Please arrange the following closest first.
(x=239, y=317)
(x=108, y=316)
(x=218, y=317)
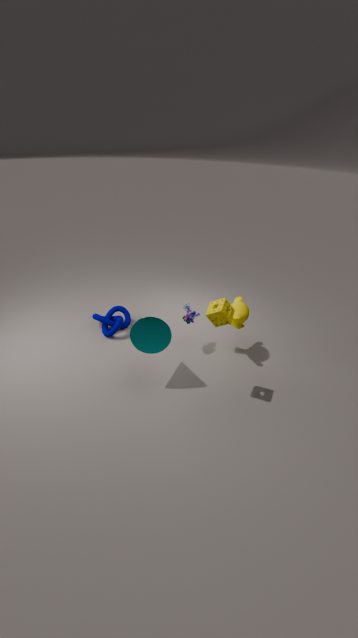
(x=218, y=317) < (x=239, y=317) < (x=108, y=316)
